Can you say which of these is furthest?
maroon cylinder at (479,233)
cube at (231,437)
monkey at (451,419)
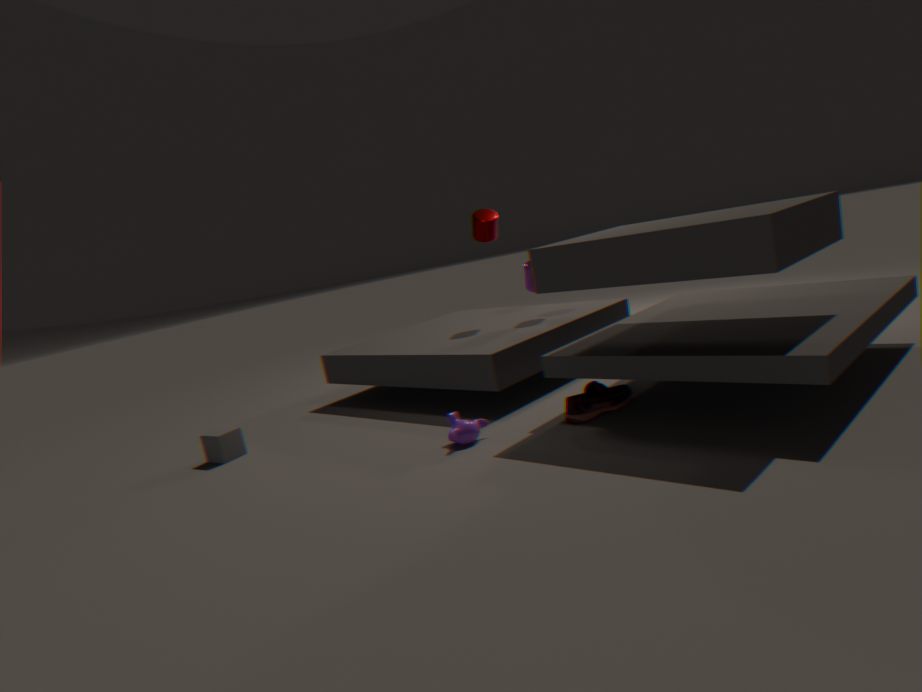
maroon cylinder at (479,233)
